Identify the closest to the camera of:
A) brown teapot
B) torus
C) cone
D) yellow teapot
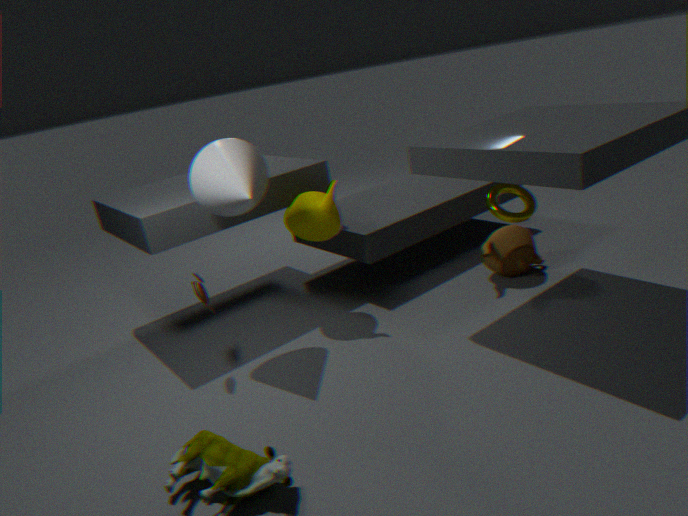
cone
